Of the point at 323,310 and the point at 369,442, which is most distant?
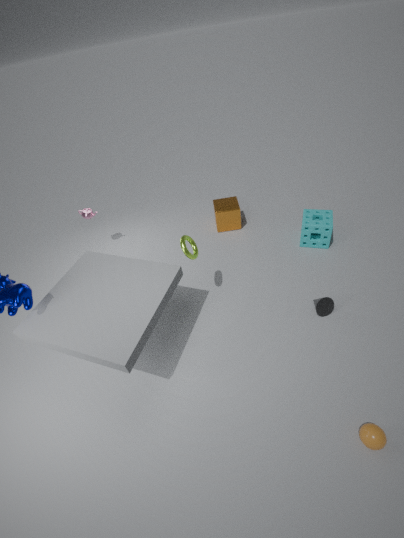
the point at 323,310
